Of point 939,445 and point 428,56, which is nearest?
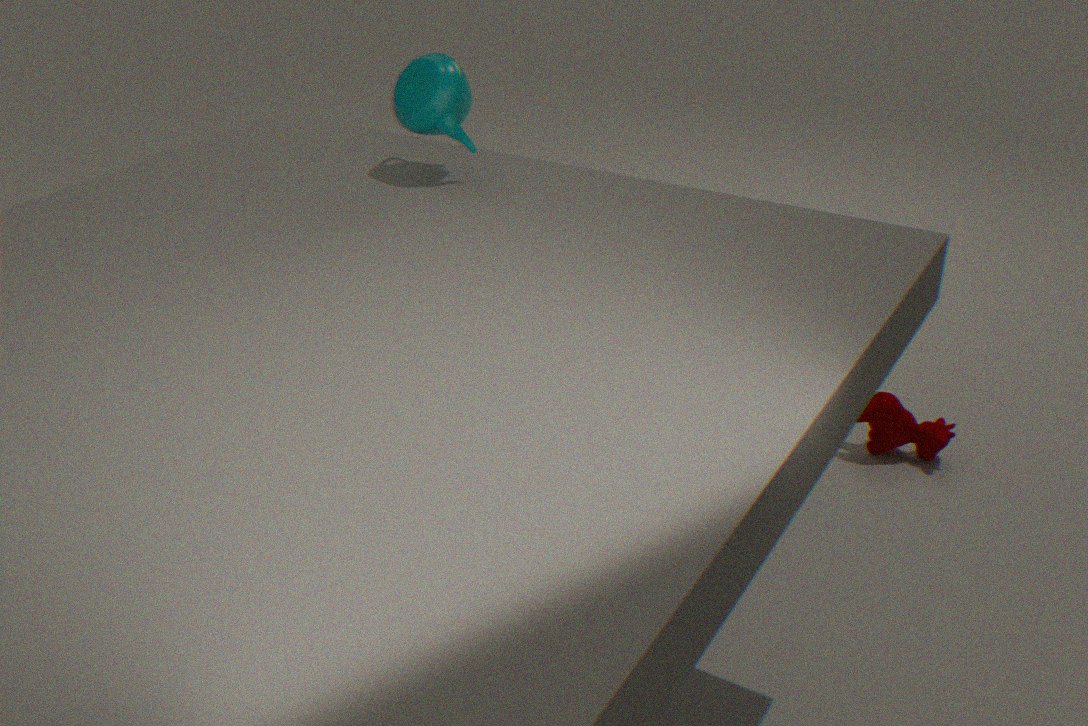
point 428,56
